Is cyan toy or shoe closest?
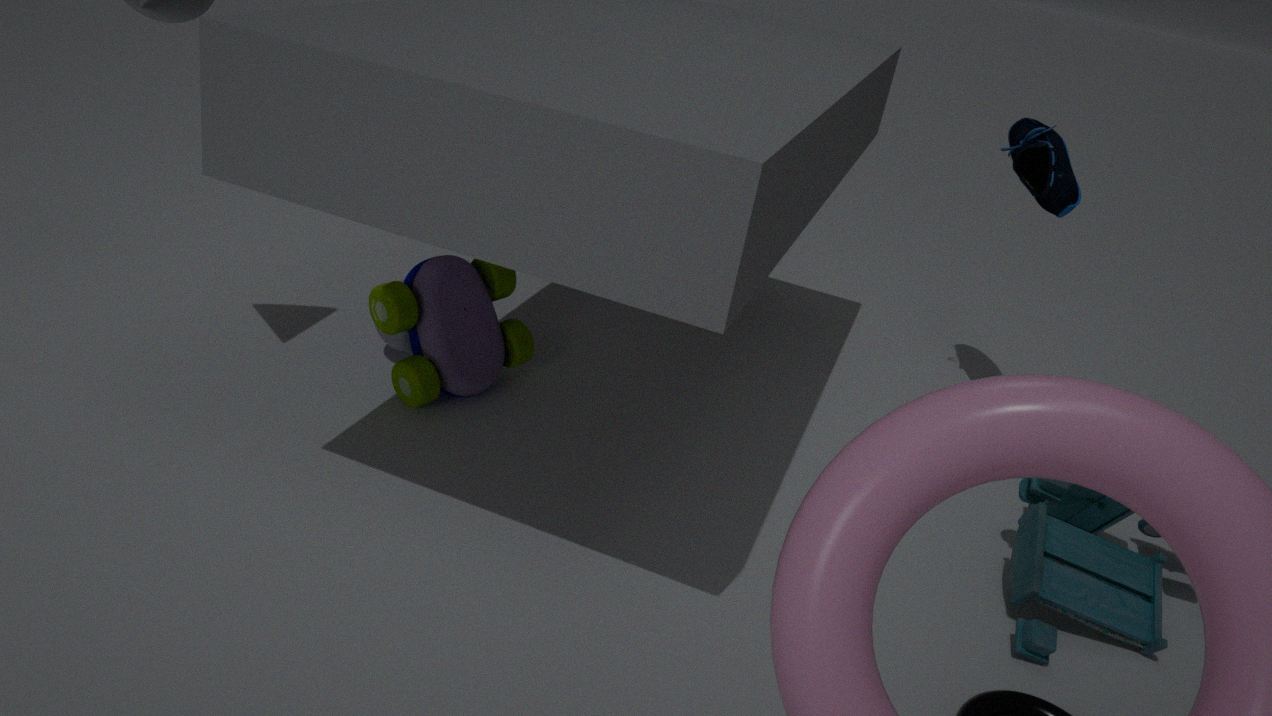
cyan toy
